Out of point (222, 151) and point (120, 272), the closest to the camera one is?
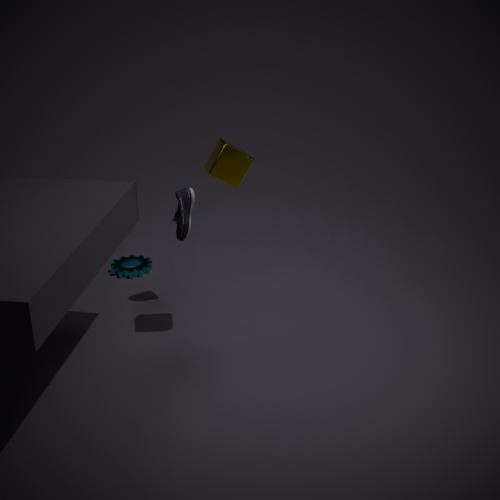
point (222, 151)
